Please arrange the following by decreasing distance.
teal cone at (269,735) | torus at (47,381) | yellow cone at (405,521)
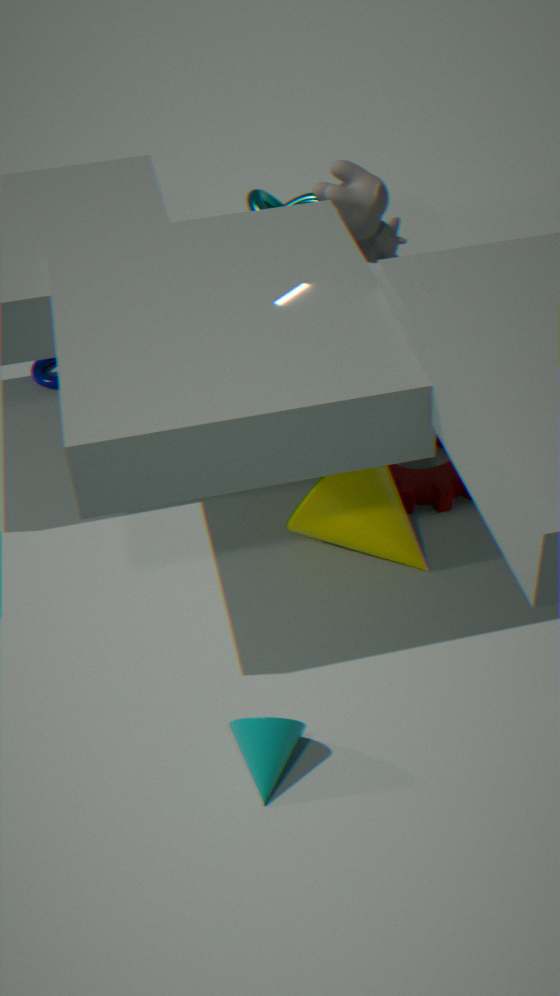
torus at (47,381), yellow cone at (405,521), teal cone at (269,735)
